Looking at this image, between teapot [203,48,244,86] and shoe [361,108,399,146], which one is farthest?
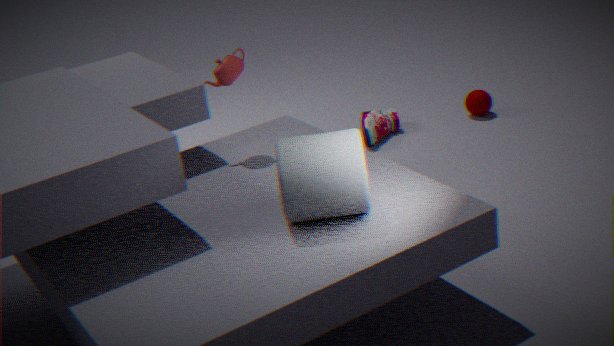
shoe [361,108,399,146]
